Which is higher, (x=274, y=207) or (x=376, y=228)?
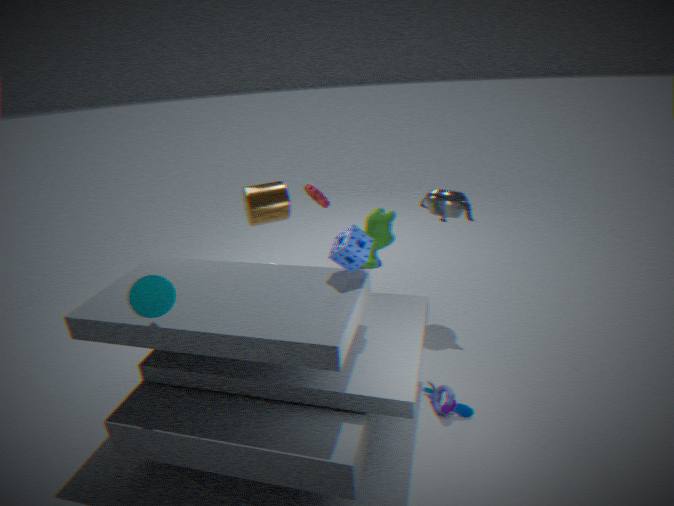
(x=274, y=207)
